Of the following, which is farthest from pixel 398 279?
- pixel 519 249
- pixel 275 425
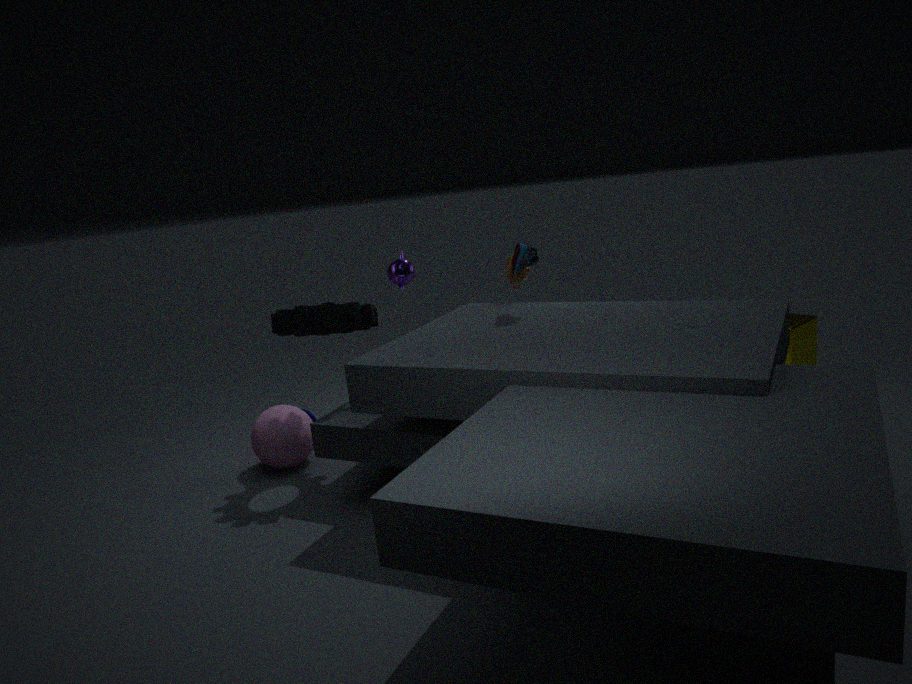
pixel 275 425
